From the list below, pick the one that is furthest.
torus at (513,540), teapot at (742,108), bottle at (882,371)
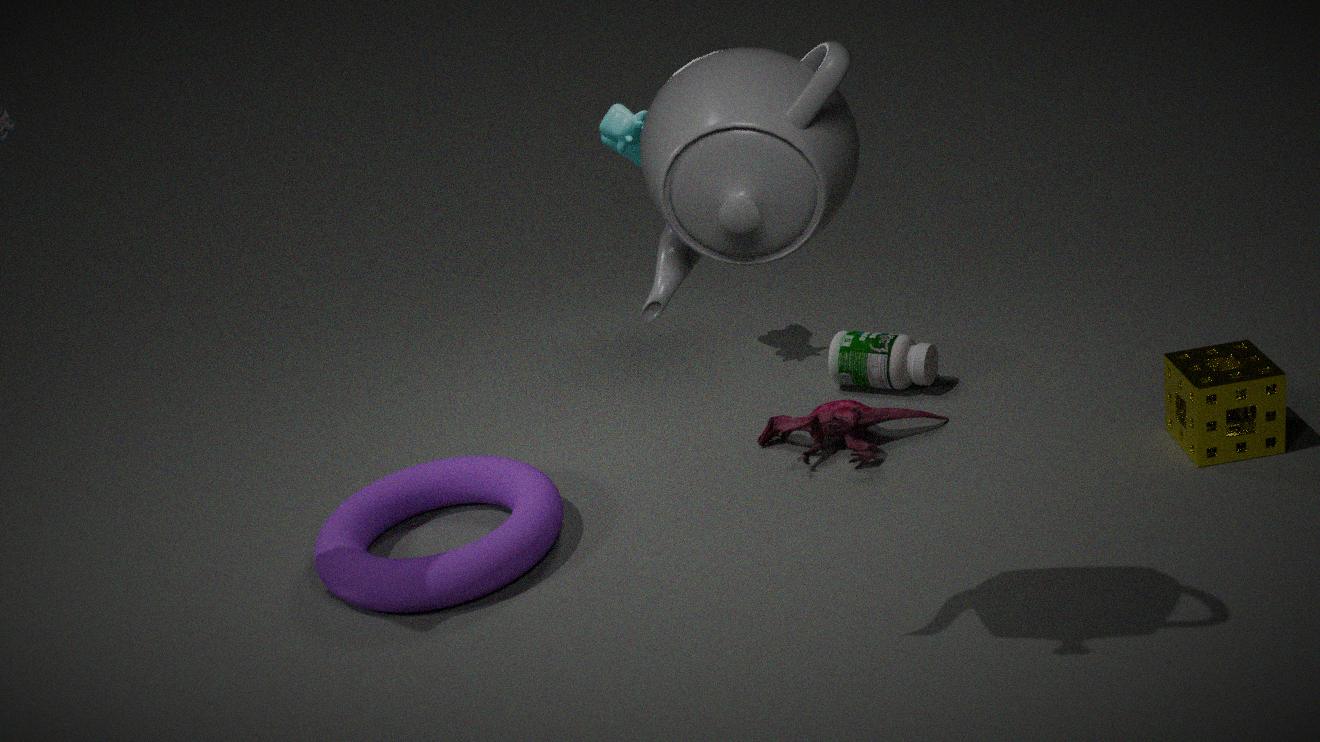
bottle at (882,371)
